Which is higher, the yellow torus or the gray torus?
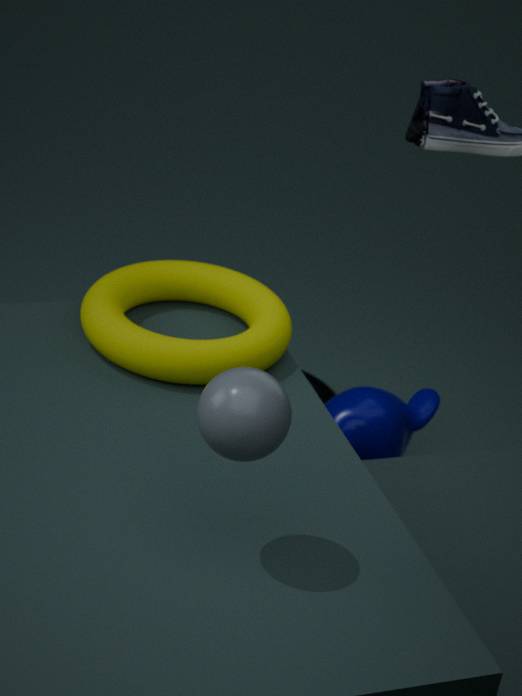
the yellow torus
